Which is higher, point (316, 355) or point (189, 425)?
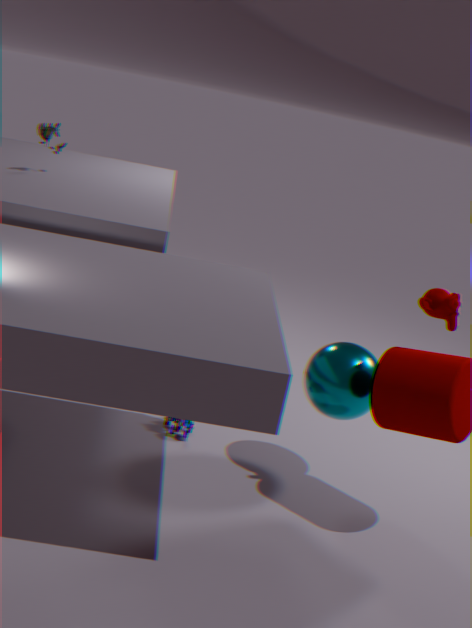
point (316, 355)
